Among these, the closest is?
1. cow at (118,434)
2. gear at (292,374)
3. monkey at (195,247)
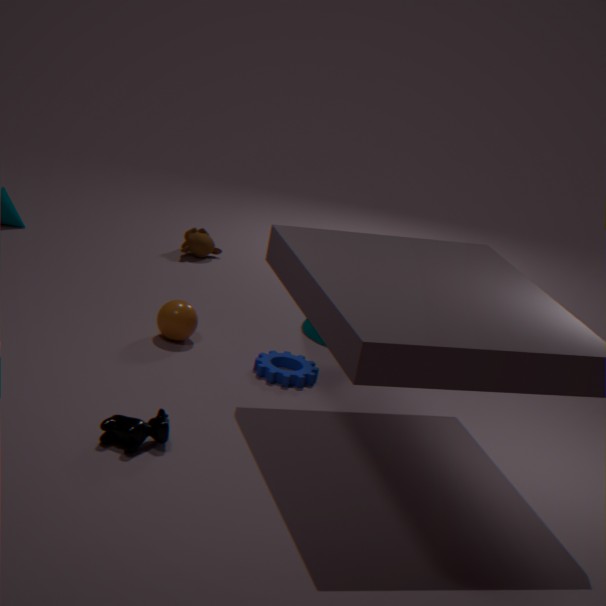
cow at (118,434)
